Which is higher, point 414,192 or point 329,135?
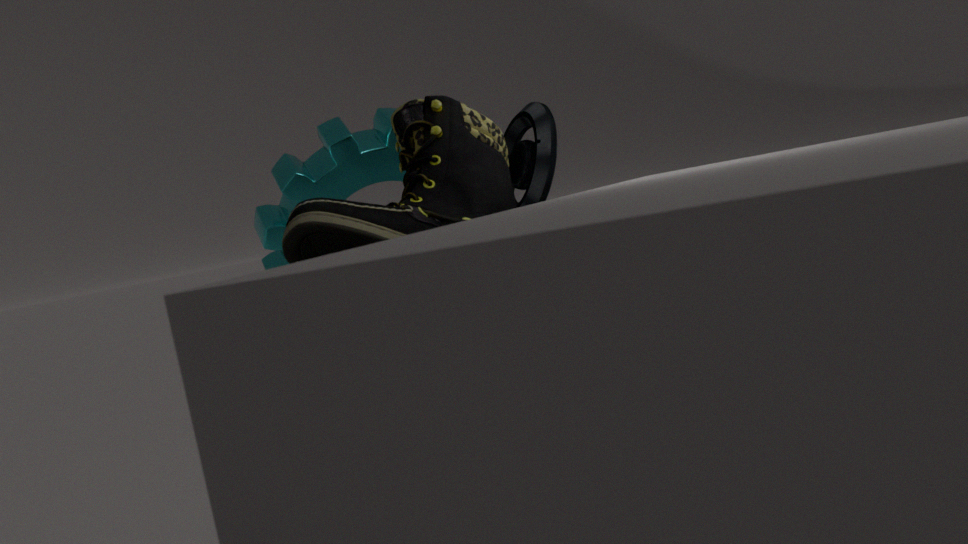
point 329,135
